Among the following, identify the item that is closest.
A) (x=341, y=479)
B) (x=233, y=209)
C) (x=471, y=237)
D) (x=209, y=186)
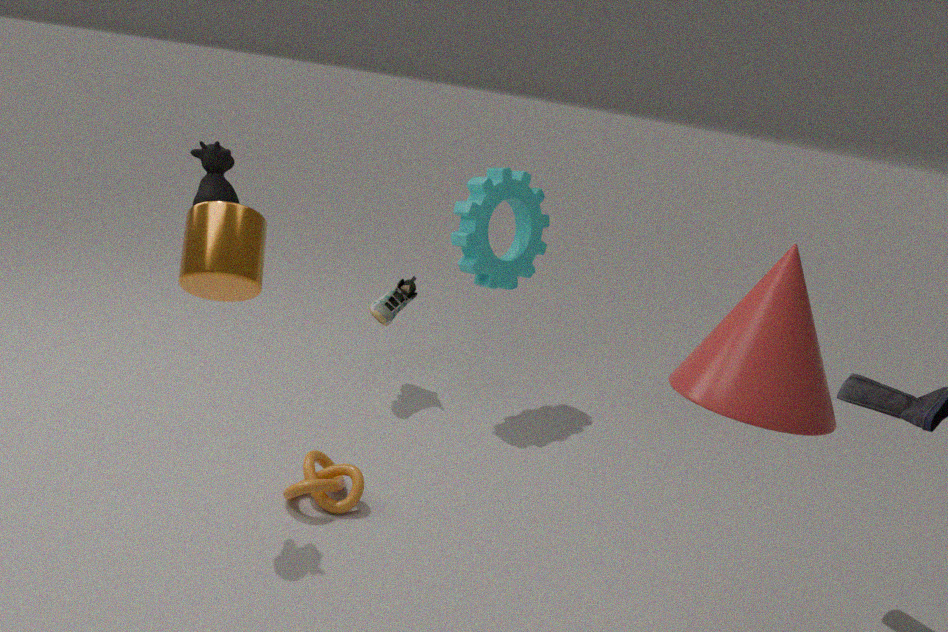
(x=233, y=209)
